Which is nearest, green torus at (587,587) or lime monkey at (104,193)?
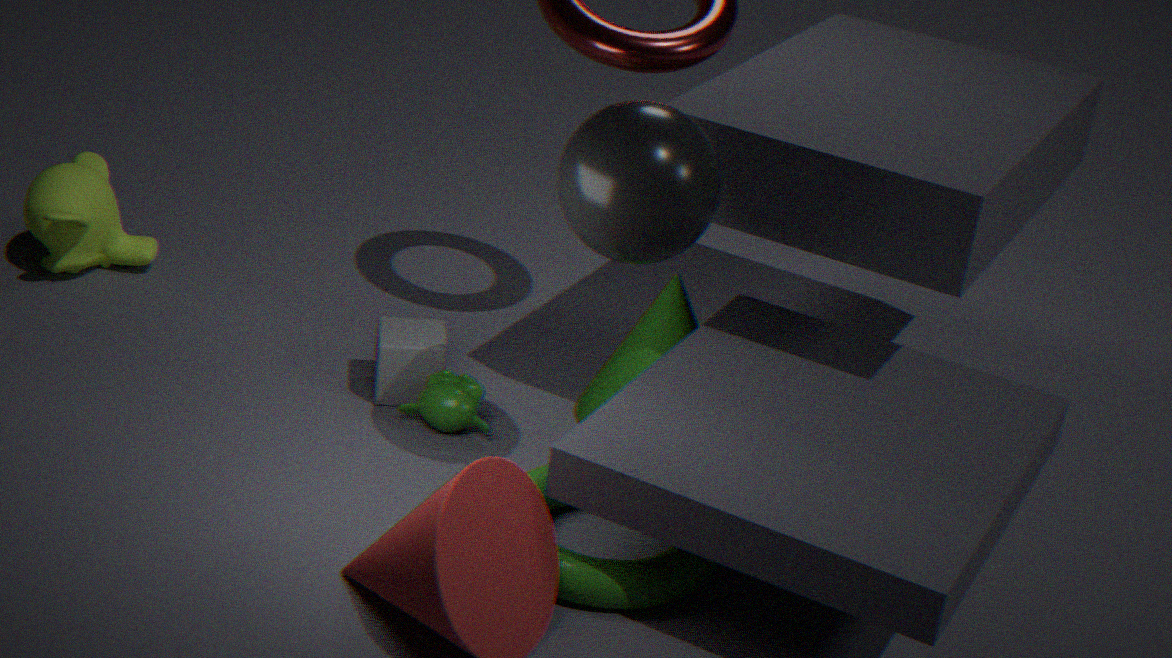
green torus at (587,587)
